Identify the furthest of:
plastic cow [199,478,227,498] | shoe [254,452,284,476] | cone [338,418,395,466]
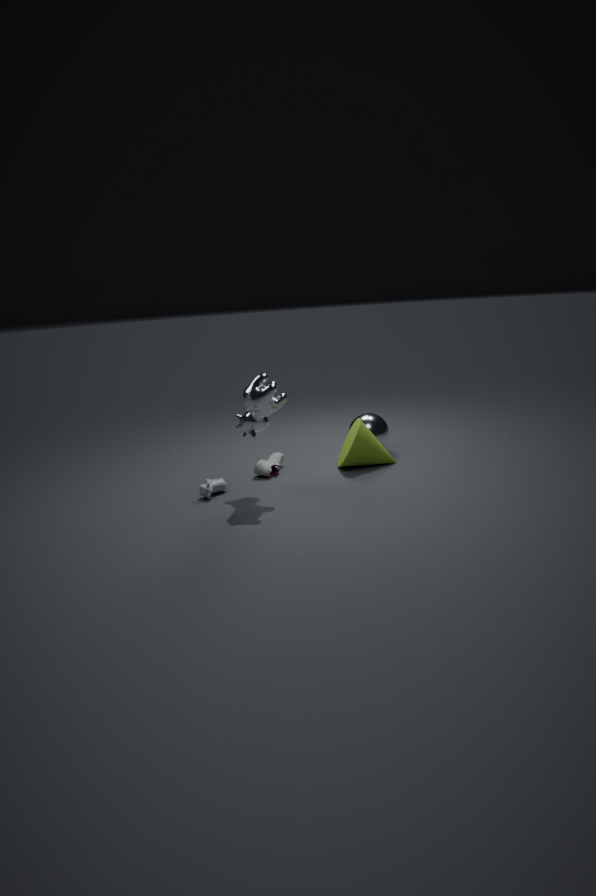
shoe [254,452,284,476]
